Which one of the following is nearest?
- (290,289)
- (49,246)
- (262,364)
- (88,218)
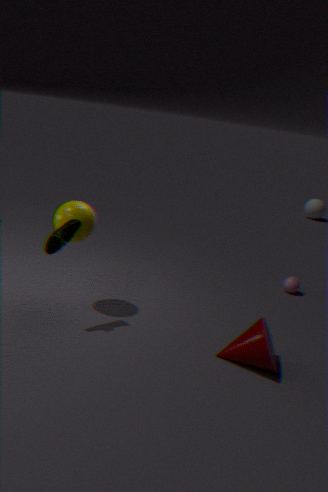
(262,364)
